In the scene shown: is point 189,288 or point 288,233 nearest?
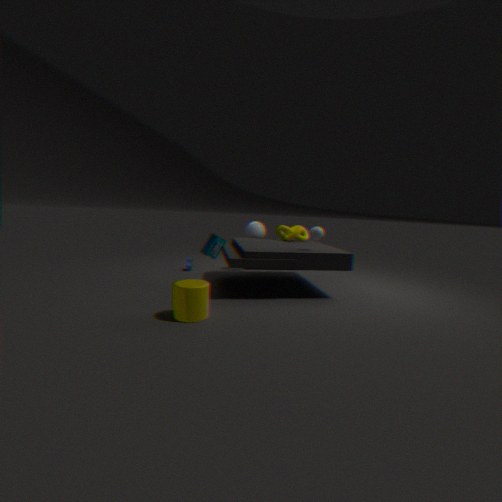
point 189,288
